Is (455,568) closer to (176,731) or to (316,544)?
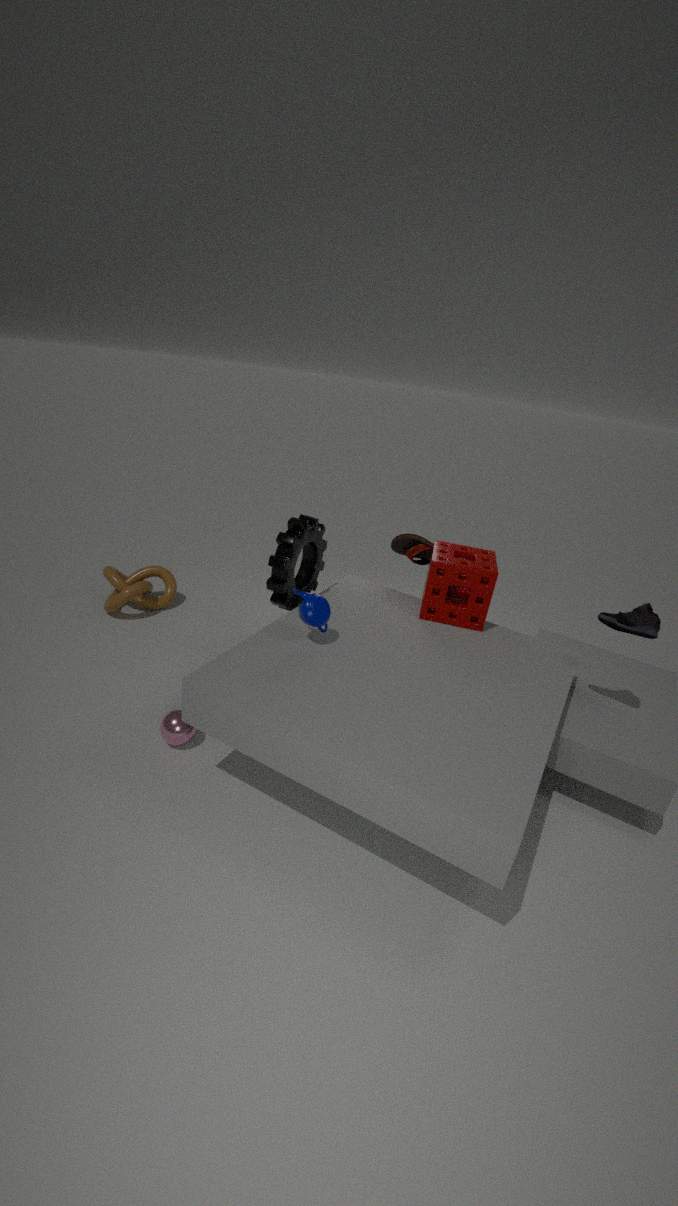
(316,544)
